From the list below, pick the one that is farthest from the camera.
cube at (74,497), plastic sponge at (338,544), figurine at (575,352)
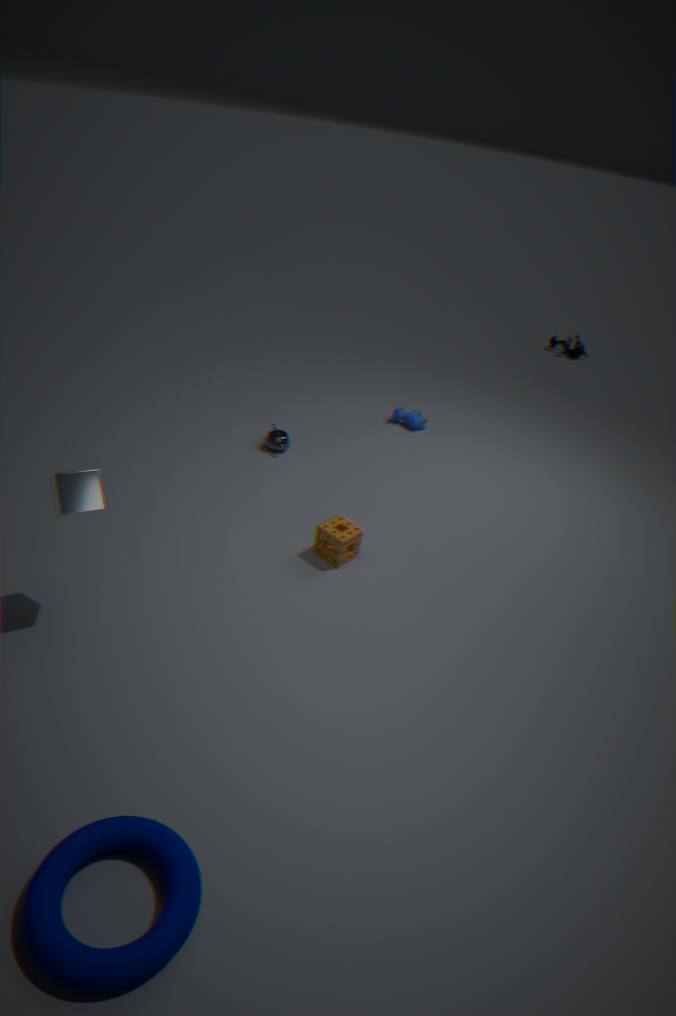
figurine at (575,352)
